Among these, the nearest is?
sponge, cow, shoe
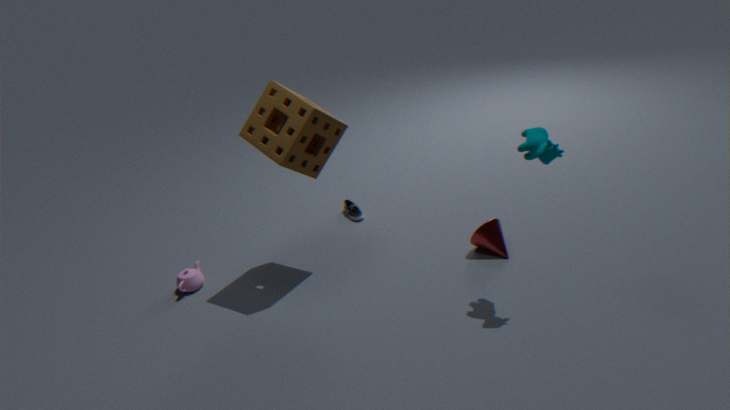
cow
